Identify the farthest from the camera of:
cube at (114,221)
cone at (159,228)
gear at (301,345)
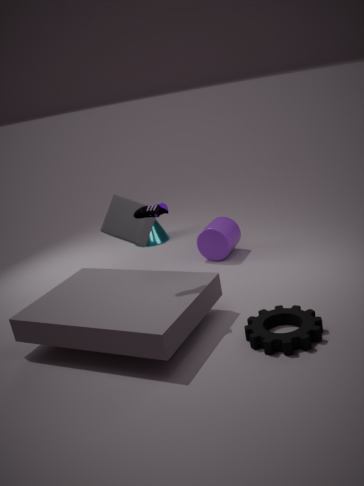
cone at (159,228)
